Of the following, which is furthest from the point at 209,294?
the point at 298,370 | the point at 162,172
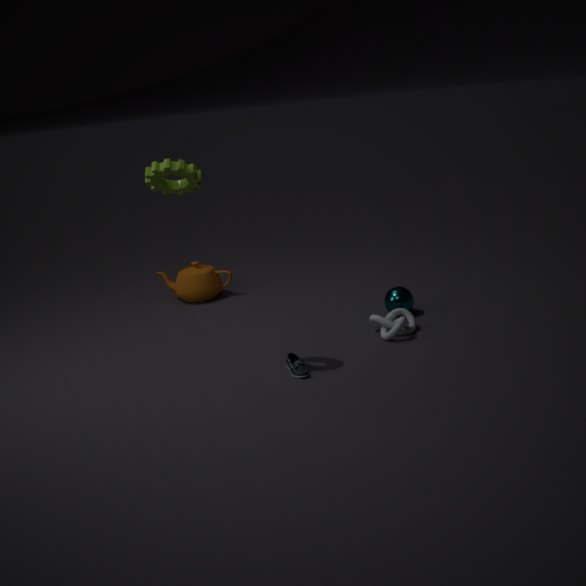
the point at 162,172
